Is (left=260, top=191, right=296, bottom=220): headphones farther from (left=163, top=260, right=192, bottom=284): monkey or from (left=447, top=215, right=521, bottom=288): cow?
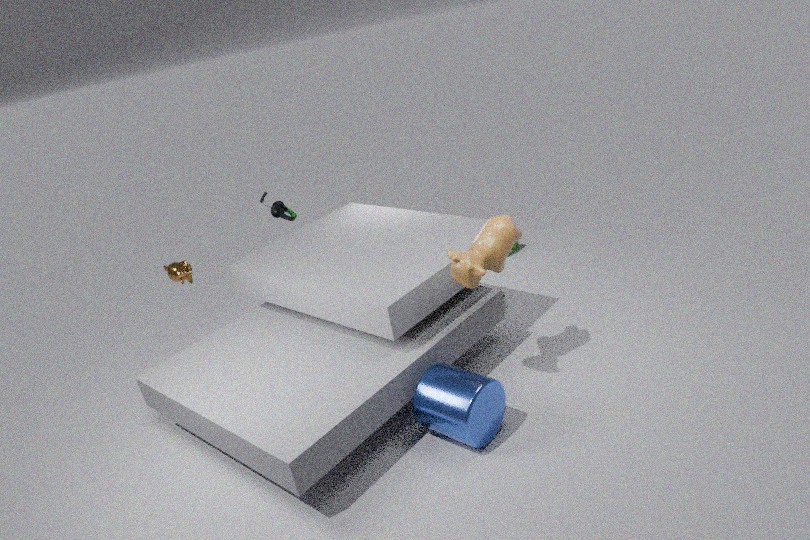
(left=447, top=215, right=521, bottom=288): cow
